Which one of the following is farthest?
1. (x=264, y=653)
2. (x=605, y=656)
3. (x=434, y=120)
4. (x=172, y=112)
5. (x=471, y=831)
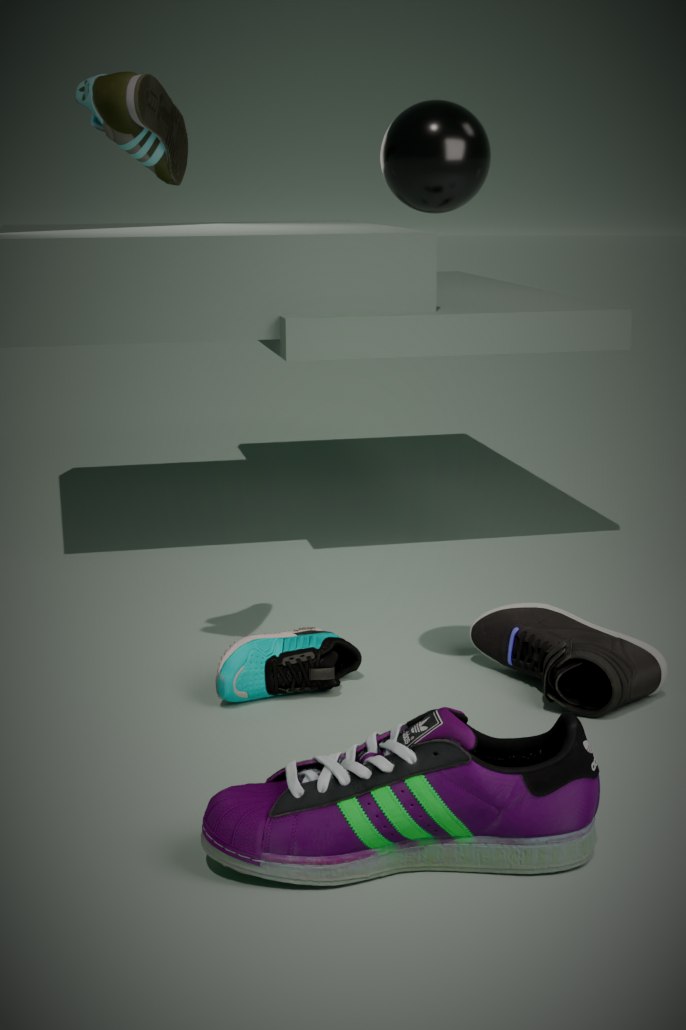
(x=264, y=653)
